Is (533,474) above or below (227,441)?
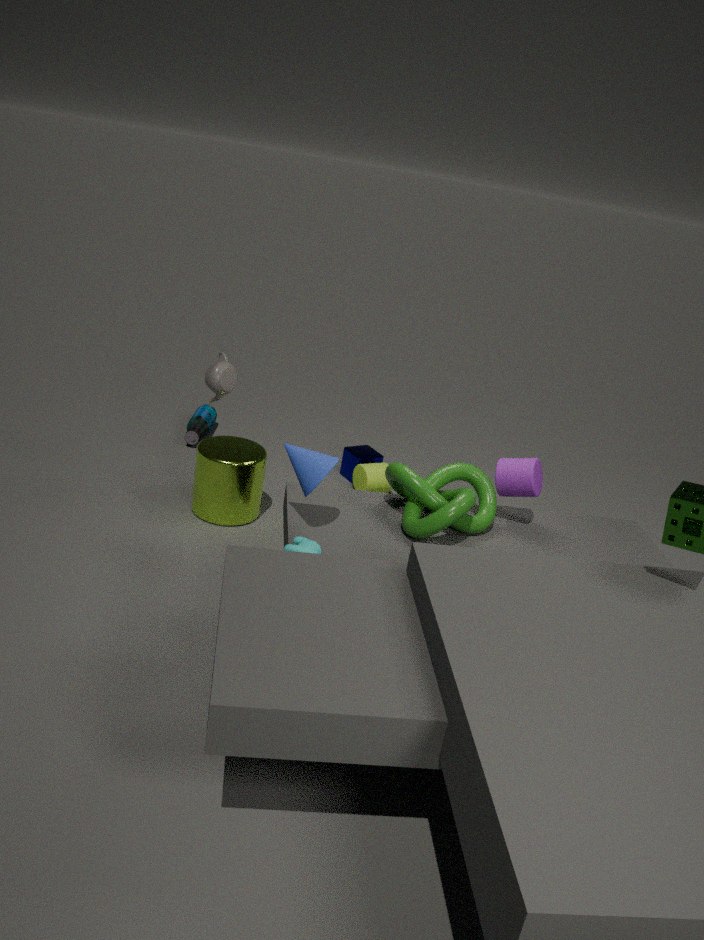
above
